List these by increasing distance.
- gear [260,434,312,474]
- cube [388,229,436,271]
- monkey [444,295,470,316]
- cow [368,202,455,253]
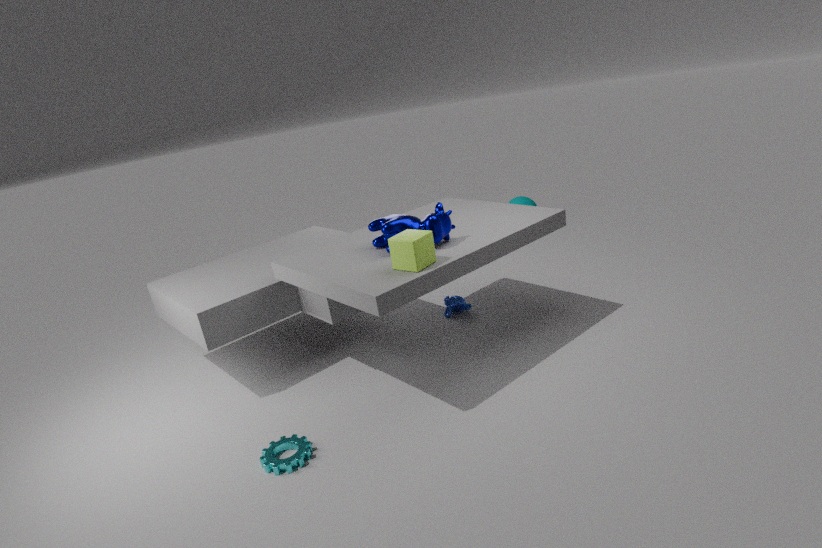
gear [260,434,312,474] < cube [388,229,436,271] < cow [368,202,455,253] < monkey [444,295,470,316]
